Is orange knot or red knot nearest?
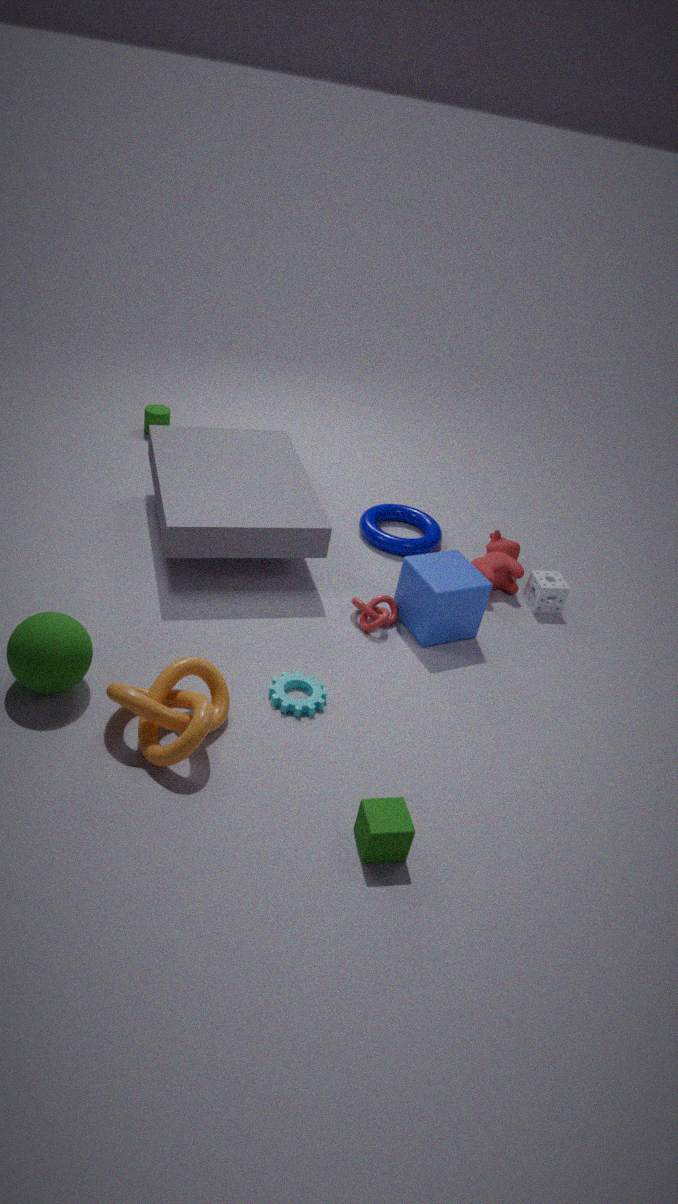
orange knot
